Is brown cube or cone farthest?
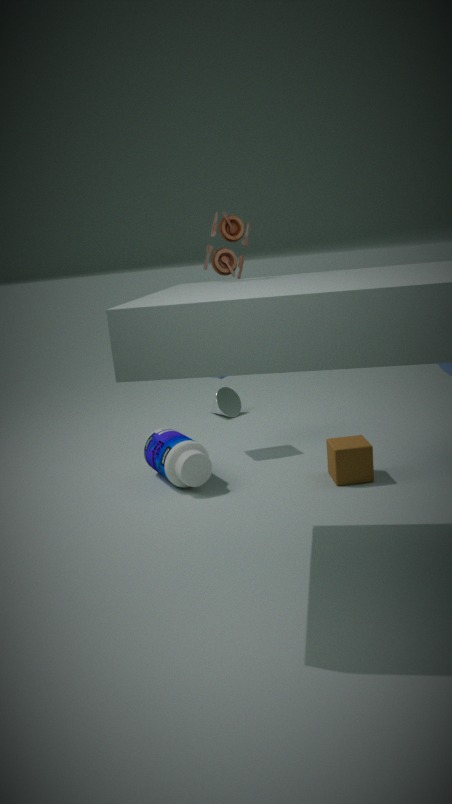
cone
